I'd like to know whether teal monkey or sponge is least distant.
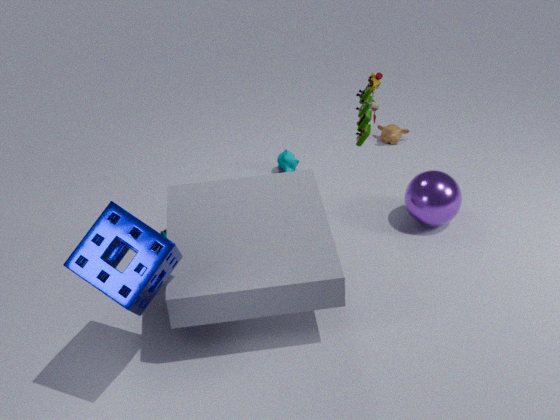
sponge
